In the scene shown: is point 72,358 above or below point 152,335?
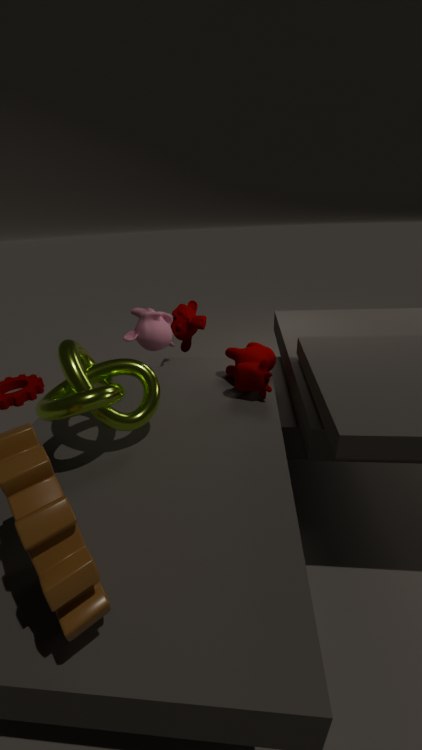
above
